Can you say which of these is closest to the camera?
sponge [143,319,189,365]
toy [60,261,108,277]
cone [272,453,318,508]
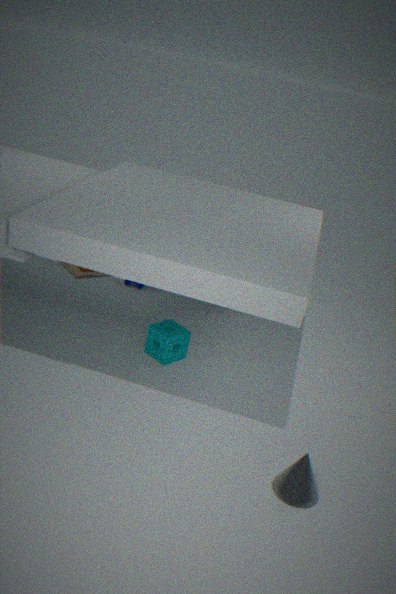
cone [272,453,318,508]
